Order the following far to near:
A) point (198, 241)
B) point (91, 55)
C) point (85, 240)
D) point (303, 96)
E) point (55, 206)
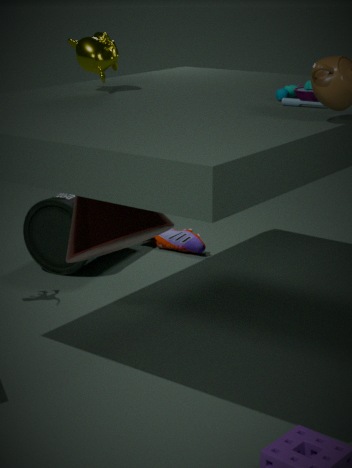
1. point (198, 241)
2. point (55, 206)
3. point (91, 55)
4. point (85, 240)
5. point (303, 96)
